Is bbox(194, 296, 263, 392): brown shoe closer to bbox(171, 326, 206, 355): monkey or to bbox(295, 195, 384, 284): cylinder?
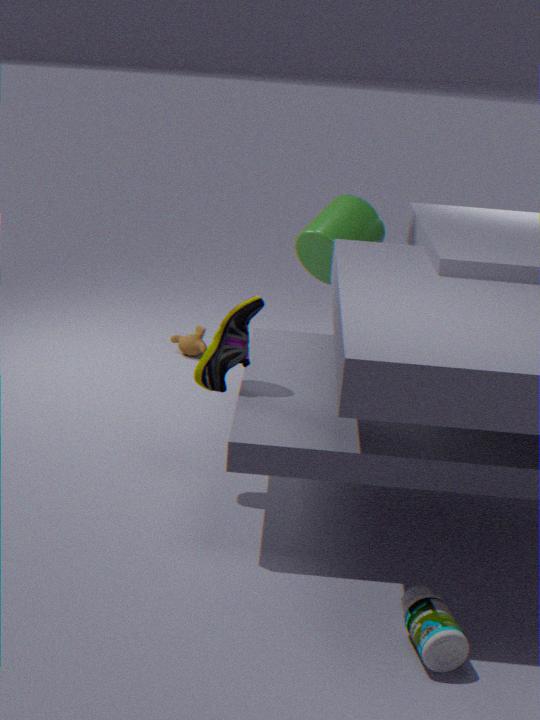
bbox(295, 195, 384, 284): cylinder
